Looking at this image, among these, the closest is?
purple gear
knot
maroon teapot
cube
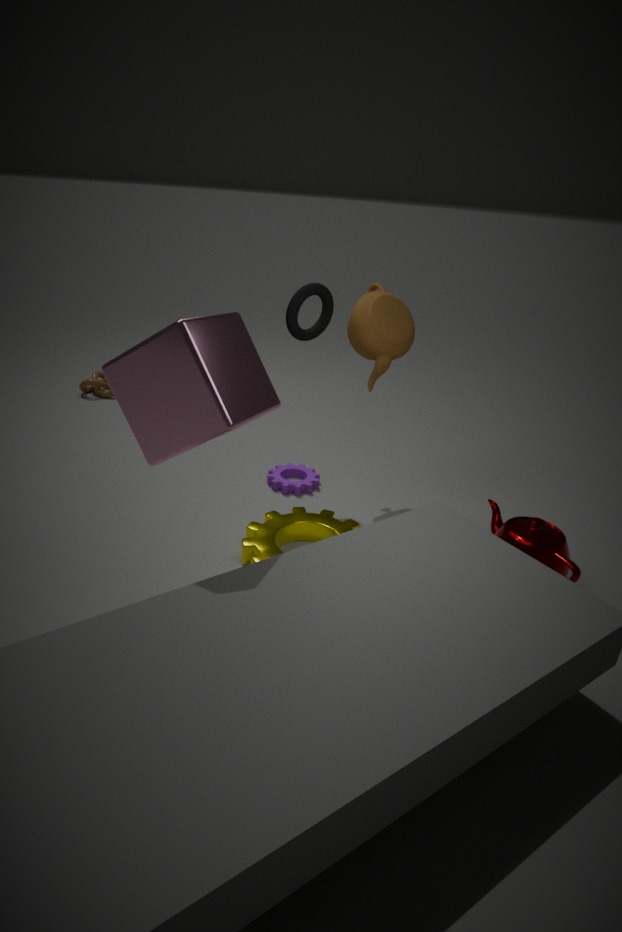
cube
